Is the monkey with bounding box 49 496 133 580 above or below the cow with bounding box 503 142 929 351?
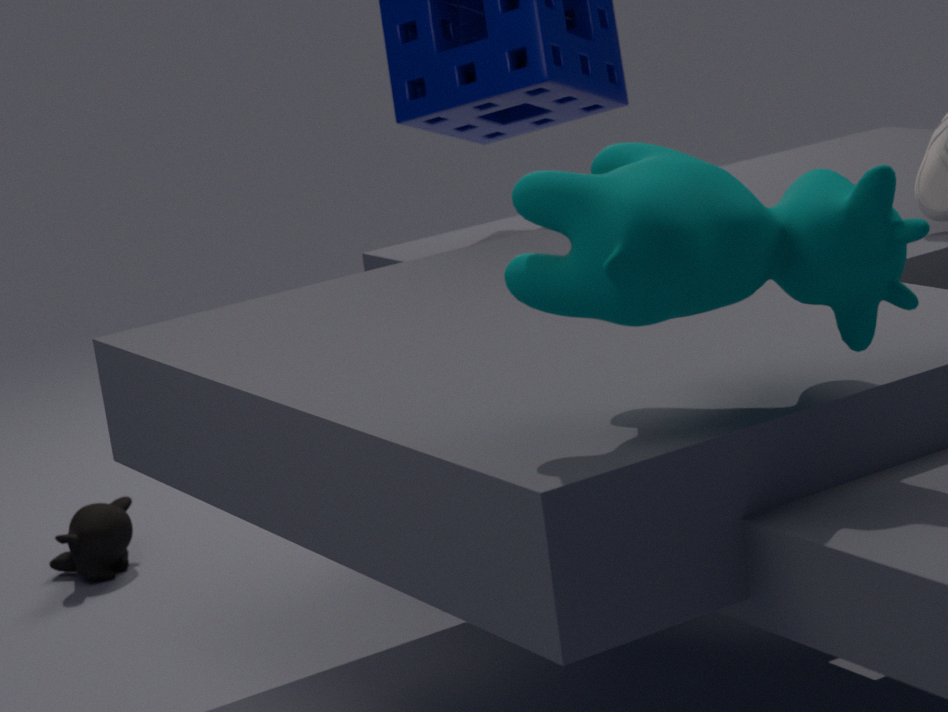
below
